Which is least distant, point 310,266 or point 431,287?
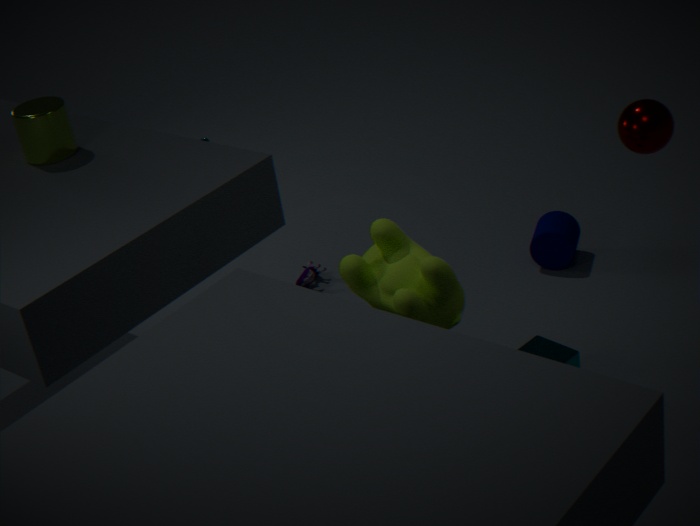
point 431,287
